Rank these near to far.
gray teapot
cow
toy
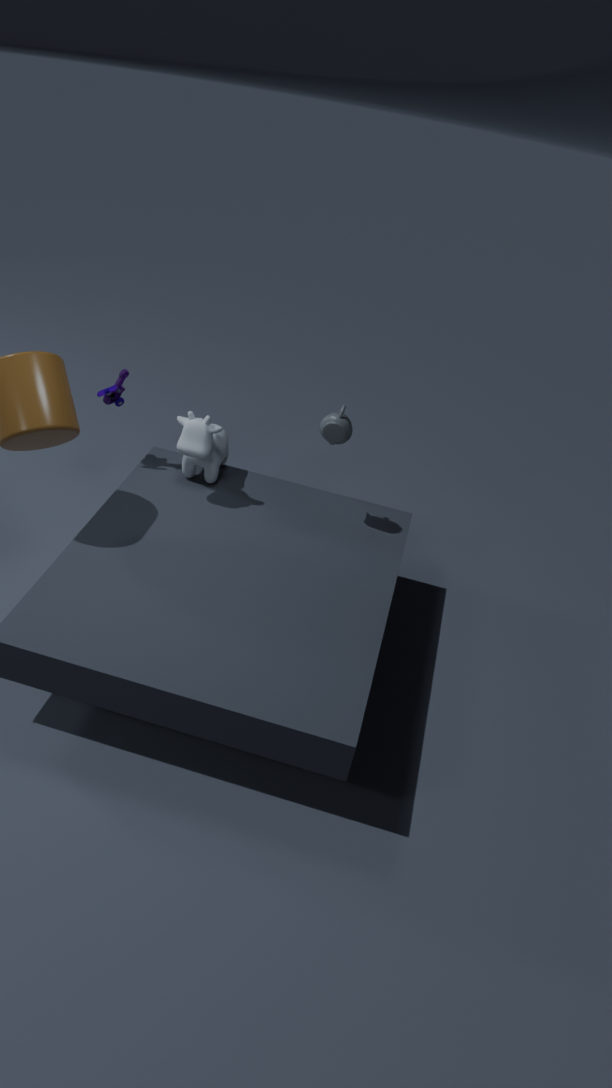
gray teapot, cow, toy
